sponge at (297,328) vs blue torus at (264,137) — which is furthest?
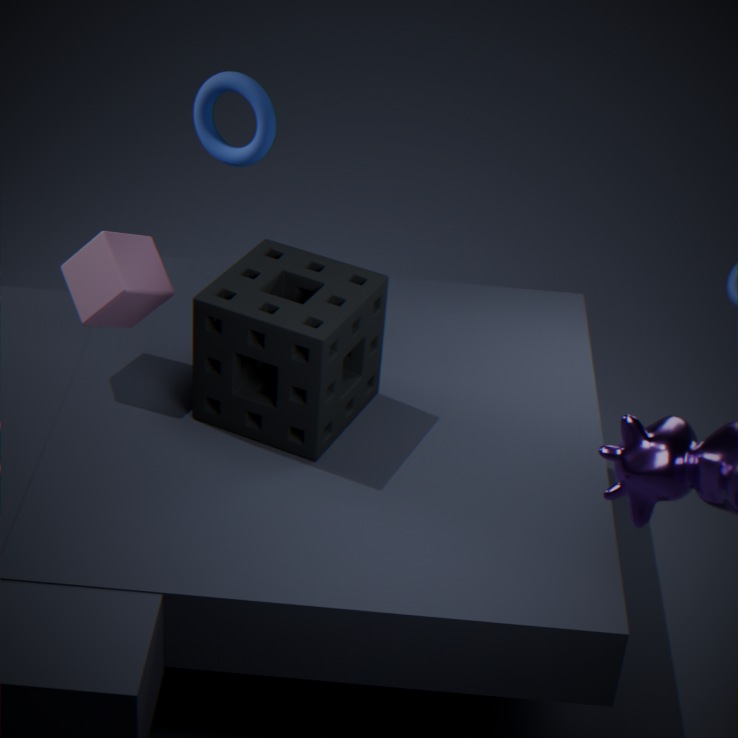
blue torus at (264,137)
